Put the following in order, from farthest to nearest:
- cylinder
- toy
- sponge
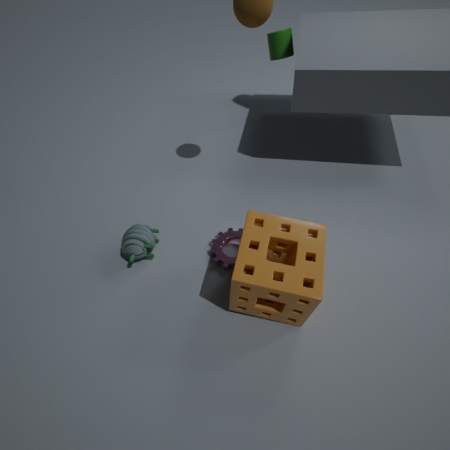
cylinder → toy → sponge
